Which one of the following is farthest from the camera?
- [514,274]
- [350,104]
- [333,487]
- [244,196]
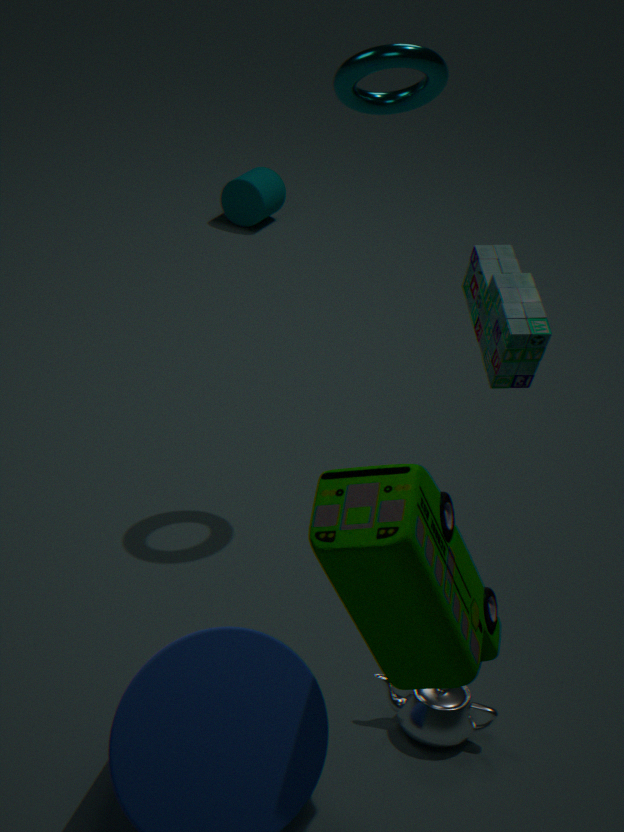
[244,196]
